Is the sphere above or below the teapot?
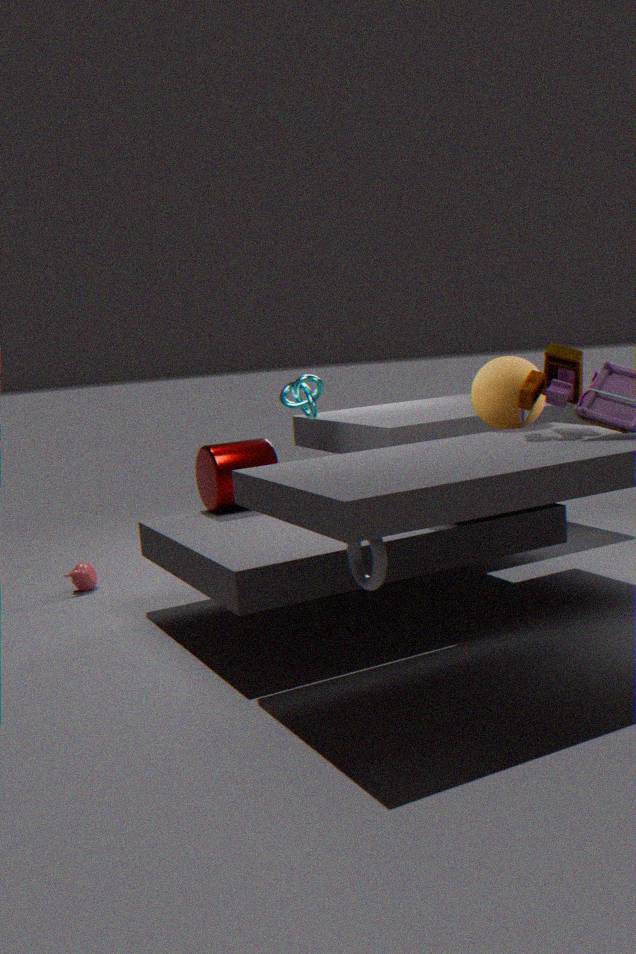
above
